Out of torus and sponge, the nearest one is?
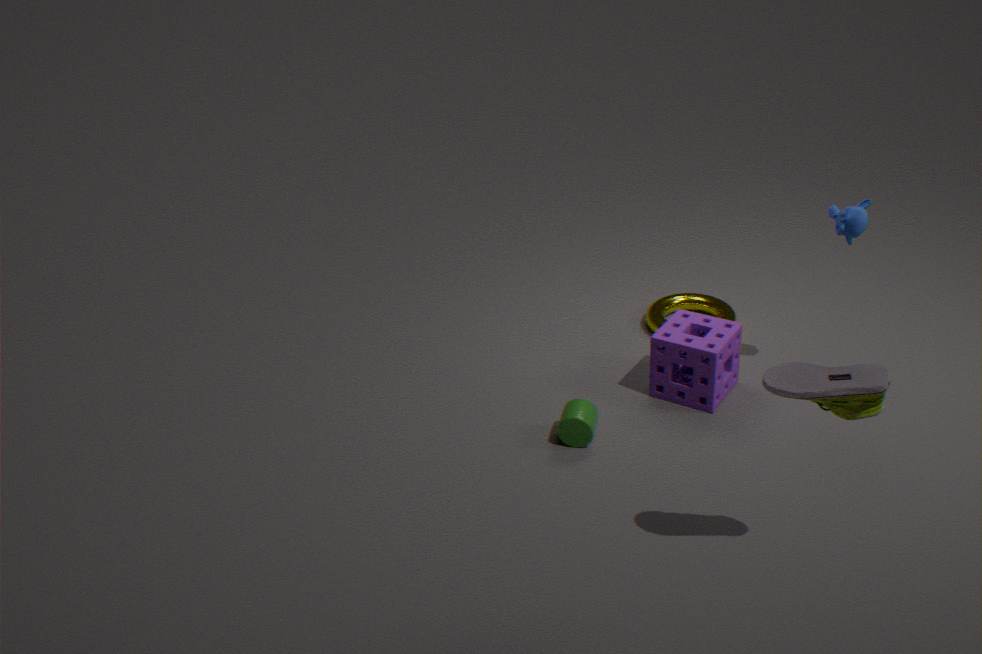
sponge
